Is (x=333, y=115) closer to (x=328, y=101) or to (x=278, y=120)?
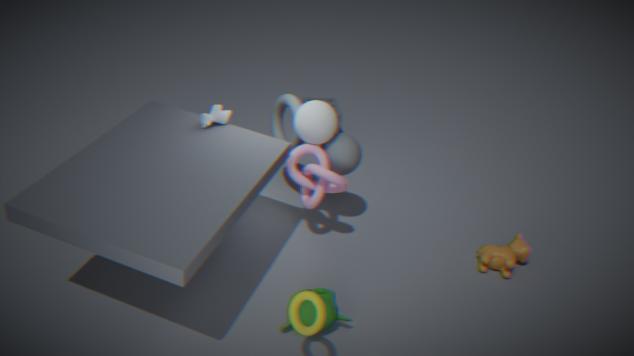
(x=278, y=120)
